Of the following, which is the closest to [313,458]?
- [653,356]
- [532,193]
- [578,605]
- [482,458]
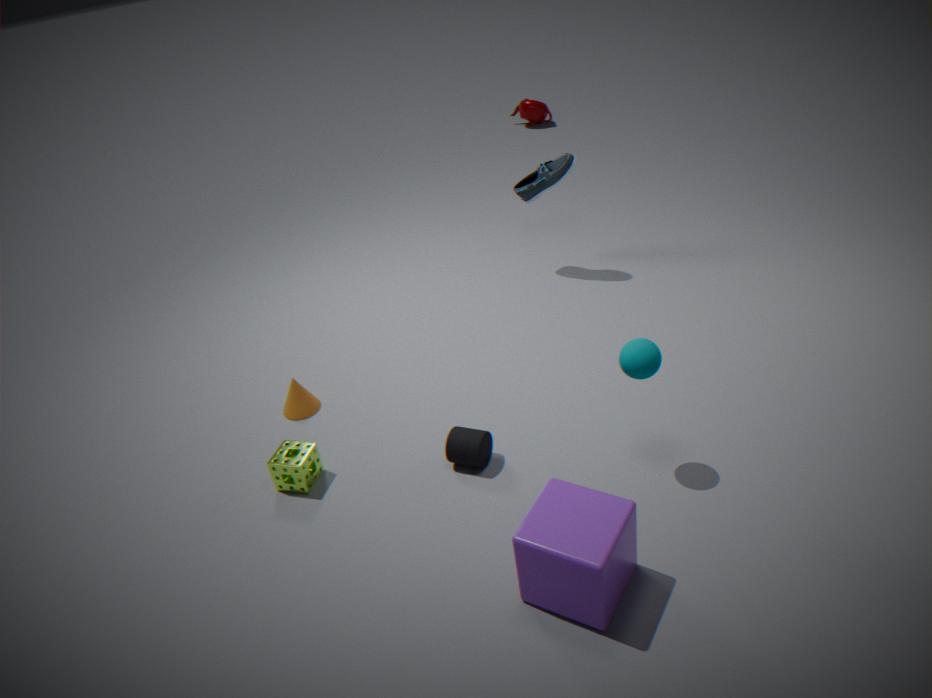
[482,458]
